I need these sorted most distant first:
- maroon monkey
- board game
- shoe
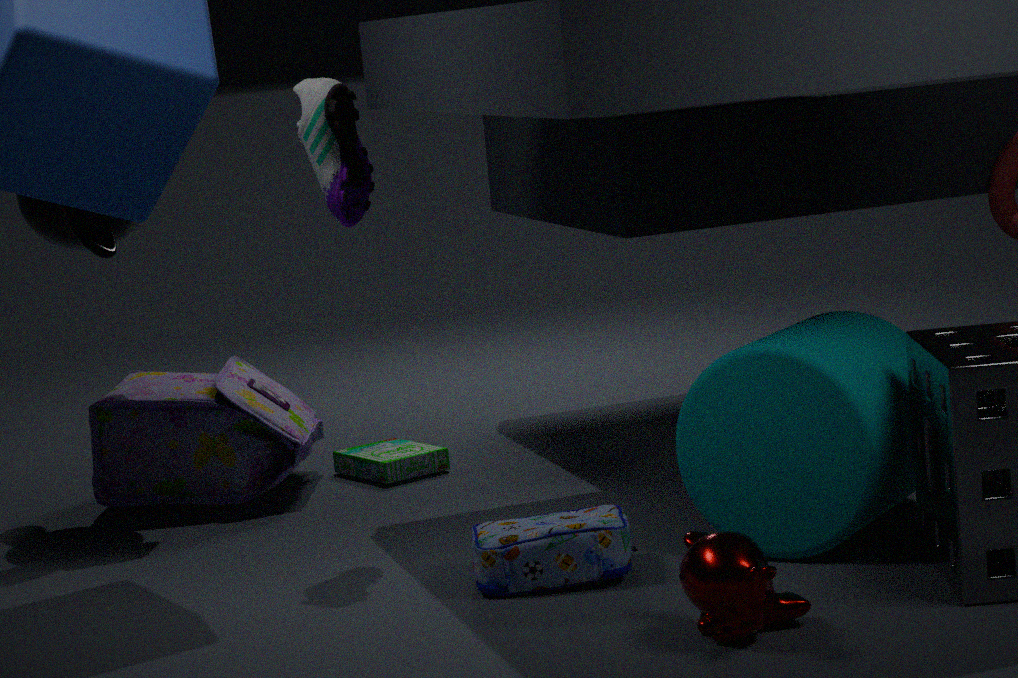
board game < shoe < maroon monkey
